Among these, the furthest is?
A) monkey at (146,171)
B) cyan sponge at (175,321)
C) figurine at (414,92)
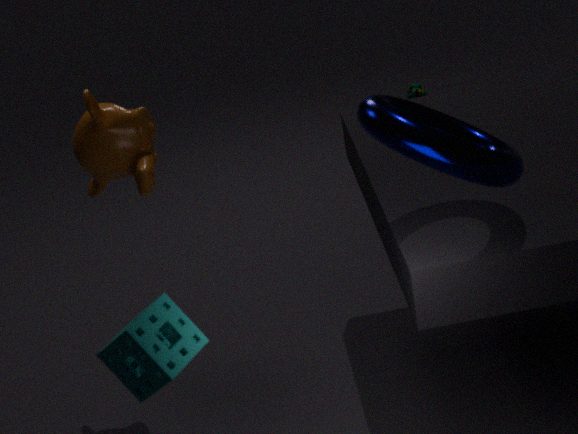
figurine at (414,92)
